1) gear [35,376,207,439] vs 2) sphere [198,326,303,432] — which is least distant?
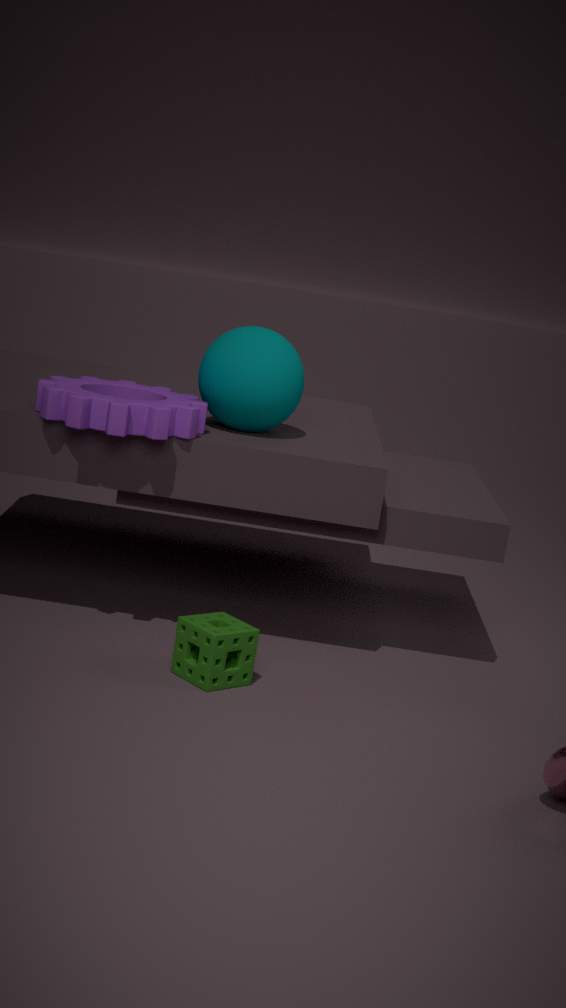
1. gear [35,376,207,439]
